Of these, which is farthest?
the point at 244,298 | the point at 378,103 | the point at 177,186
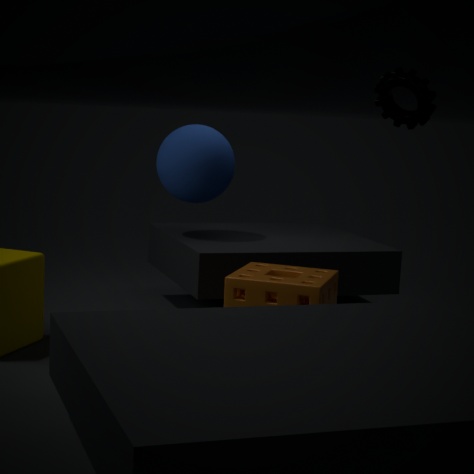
the point at 177,186
